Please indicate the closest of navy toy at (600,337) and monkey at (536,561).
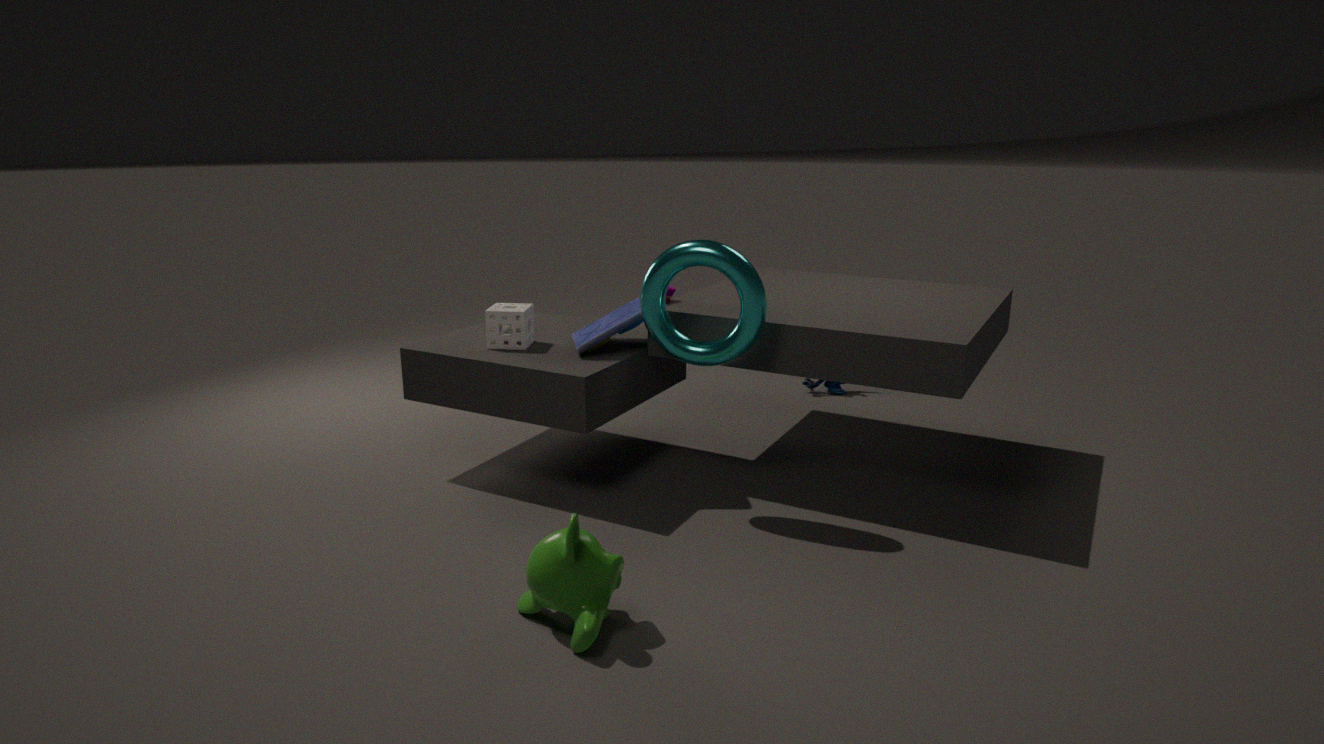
monkey at (536,561)
